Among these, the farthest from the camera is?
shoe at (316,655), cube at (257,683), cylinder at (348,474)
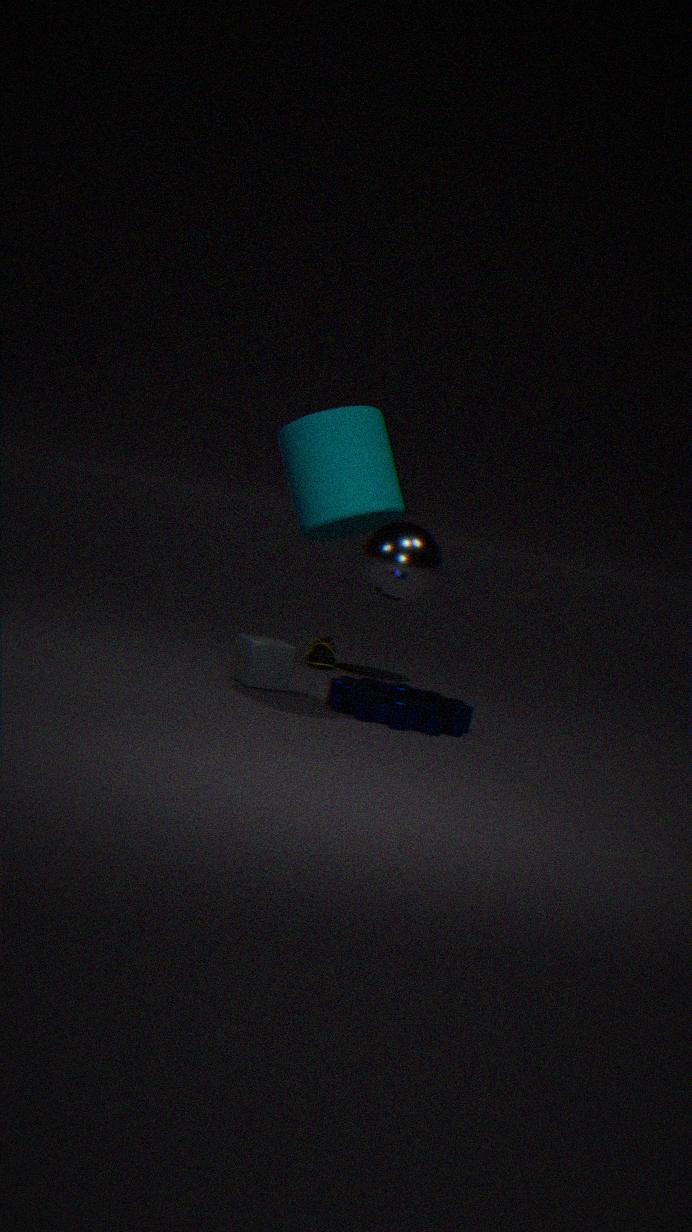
shoe at (316,655)
